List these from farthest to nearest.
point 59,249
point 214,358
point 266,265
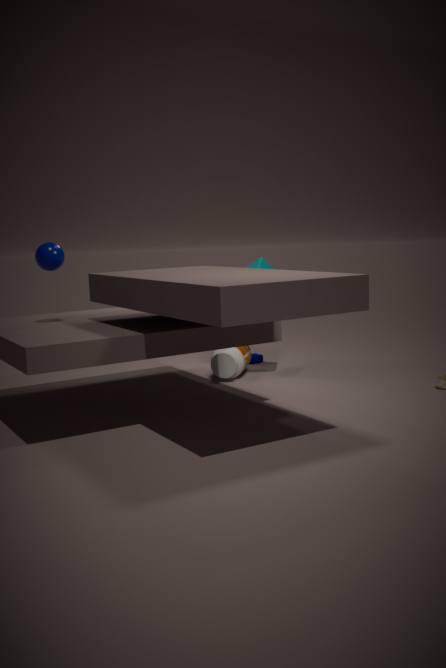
point 266,265 < point 214,358 < point 59,249
